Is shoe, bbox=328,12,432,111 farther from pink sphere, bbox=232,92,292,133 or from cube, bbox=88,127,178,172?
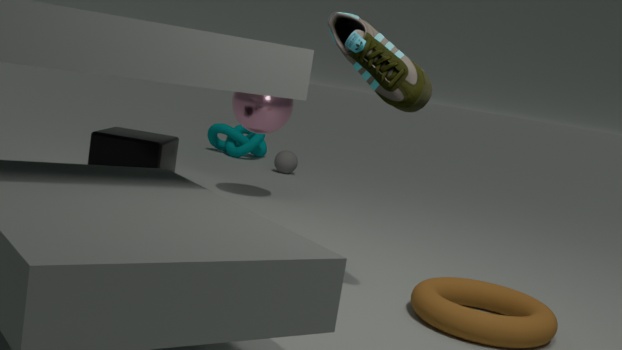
pink sphere, bbox=232,92,292,133
